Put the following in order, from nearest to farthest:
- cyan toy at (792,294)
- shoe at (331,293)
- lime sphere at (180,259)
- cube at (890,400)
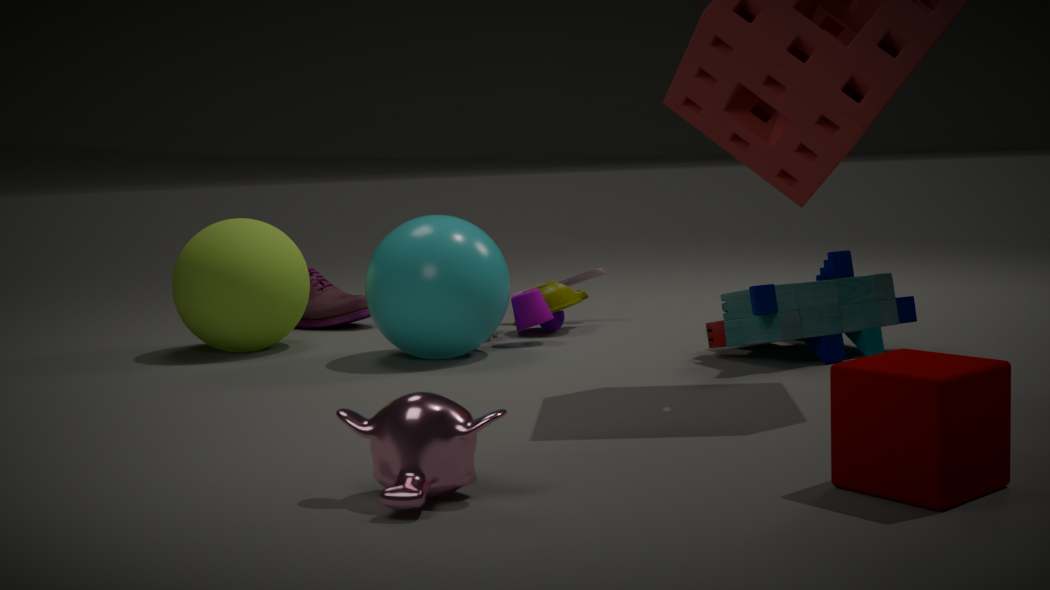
cube at (890,400) < cyan toy at (792,294) < lime sphere at (180,259) < shoe at (331,293)
